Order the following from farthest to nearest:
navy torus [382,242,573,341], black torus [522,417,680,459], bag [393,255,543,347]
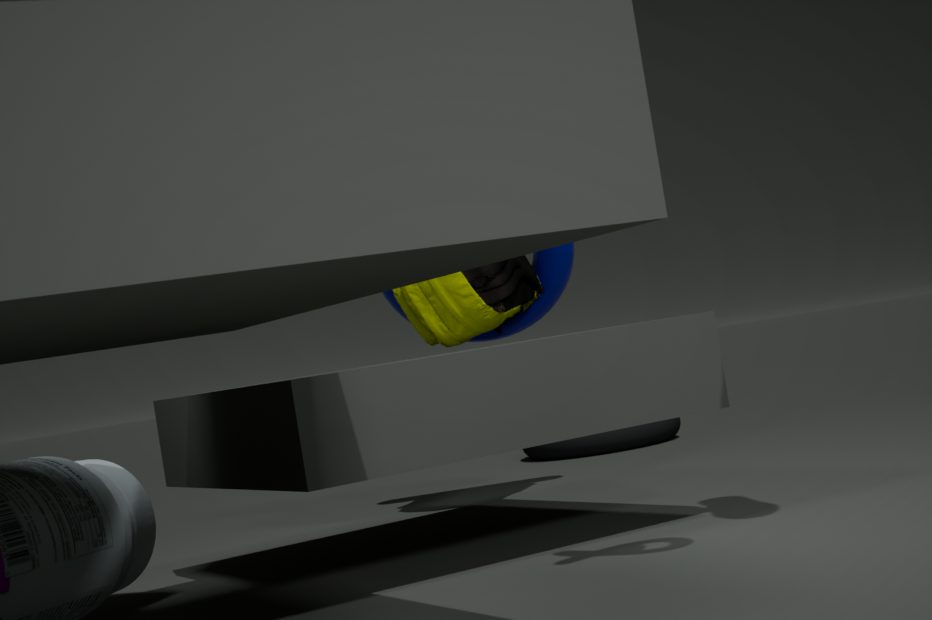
1. black torus [522,417,680,459]
2. navy torus [382,242,573,341]
3. bag [393,255,543,347]
